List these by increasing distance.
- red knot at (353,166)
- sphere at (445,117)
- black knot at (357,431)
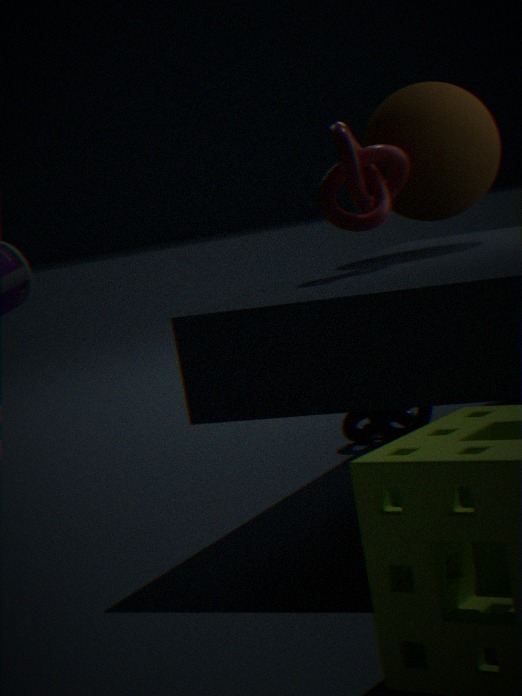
red knot at (353,166)
sphere at (445,117)
black knot at (357,431)
